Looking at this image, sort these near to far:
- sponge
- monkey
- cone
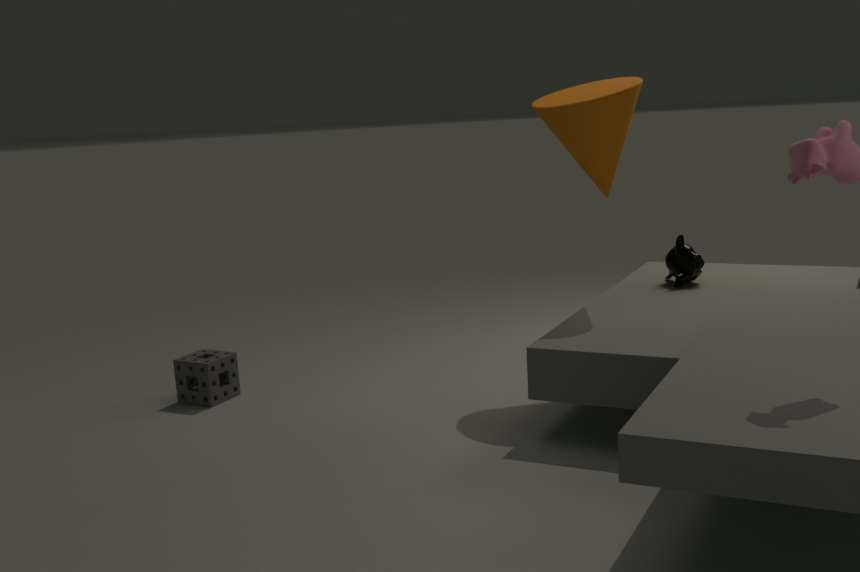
cone < sponge < monkey
